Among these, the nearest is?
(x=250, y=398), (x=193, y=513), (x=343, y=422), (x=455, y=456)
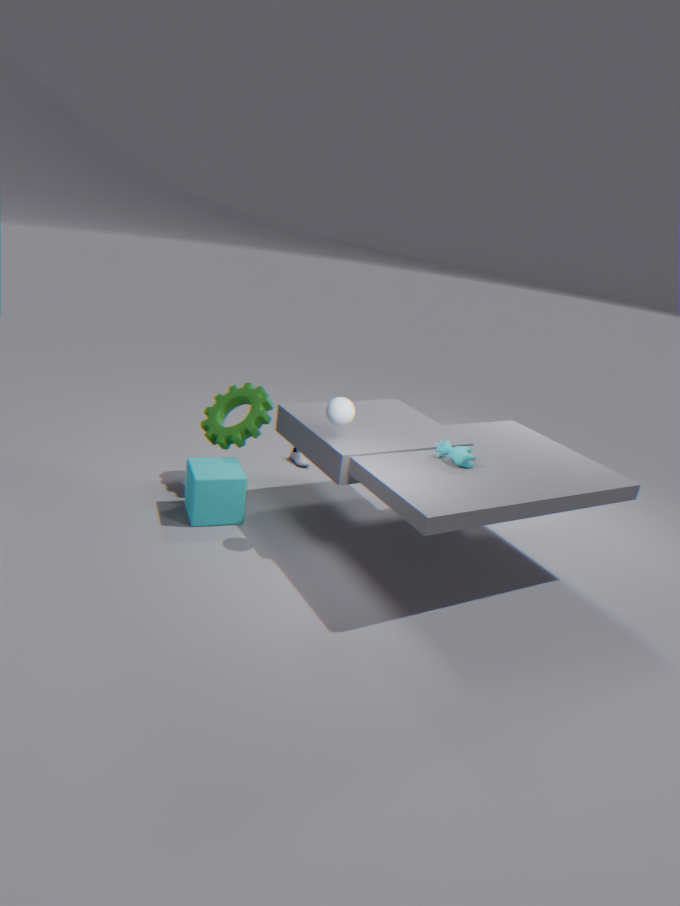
(x=343, y=422)
